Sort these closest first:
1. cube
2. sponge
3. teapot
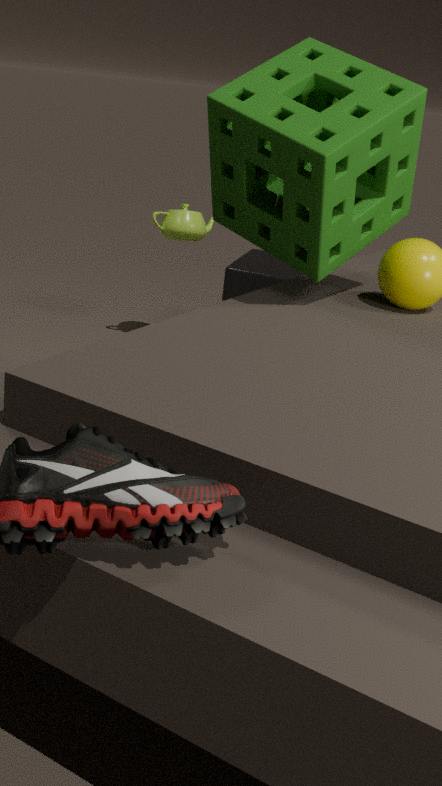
sponge → cube → teapot
